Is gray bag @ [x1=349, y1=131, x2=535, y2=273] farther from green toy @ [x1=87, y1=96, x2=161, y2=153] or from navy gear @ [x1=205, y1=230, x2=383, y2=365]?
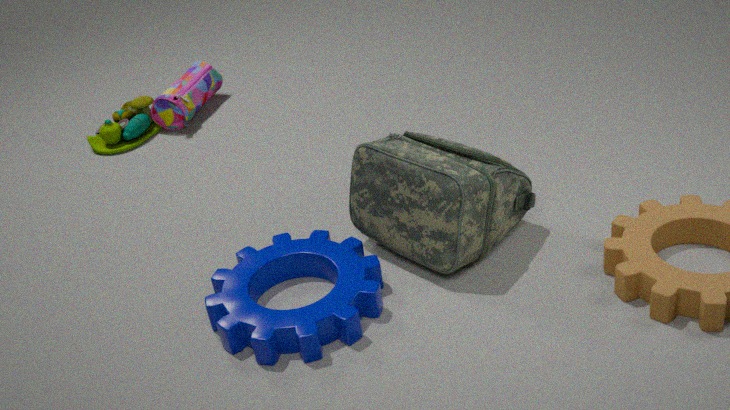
green toy @ [x1=87, y1=96, x2=161, y2=153]
